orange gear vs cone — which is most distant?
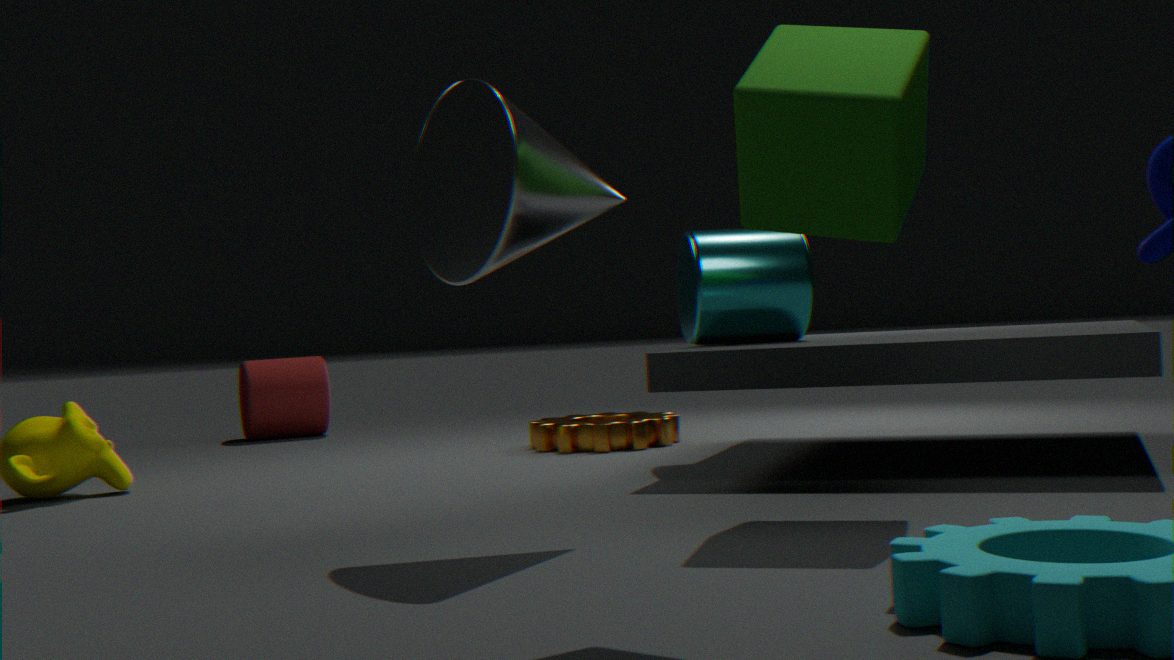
orange gear
